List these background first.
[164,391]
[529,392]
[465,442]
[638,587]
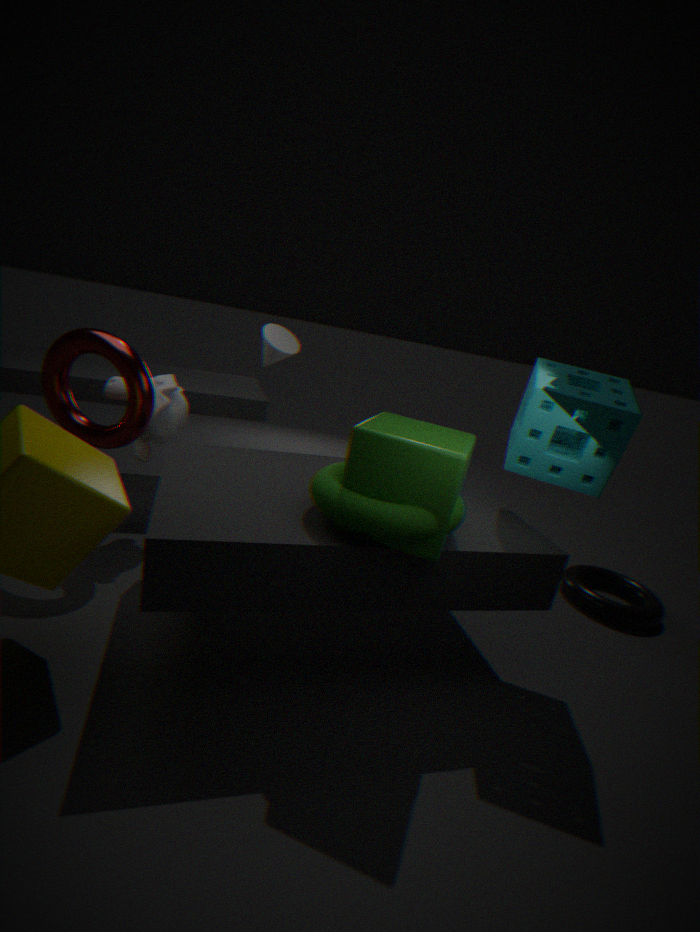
[638,587], [164,391], [529,392], [465,442]
